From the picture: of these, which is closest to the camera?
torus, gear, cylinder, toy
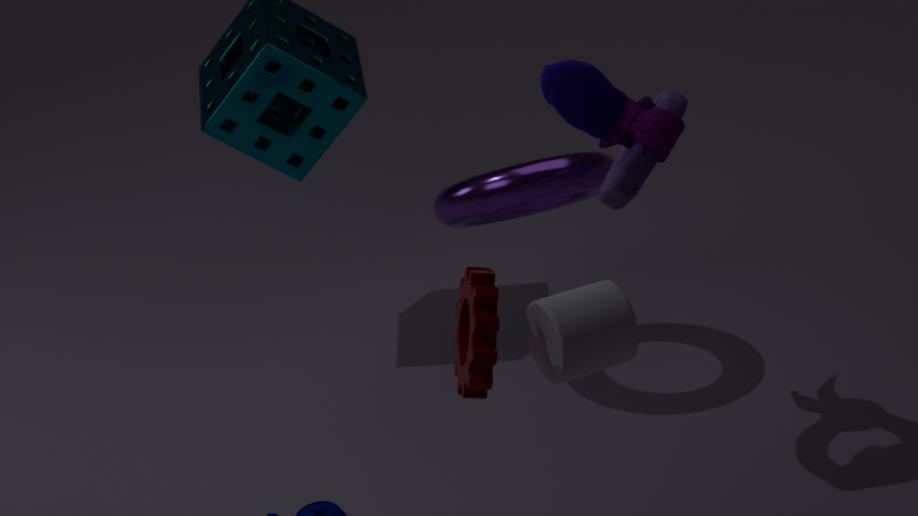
gear
